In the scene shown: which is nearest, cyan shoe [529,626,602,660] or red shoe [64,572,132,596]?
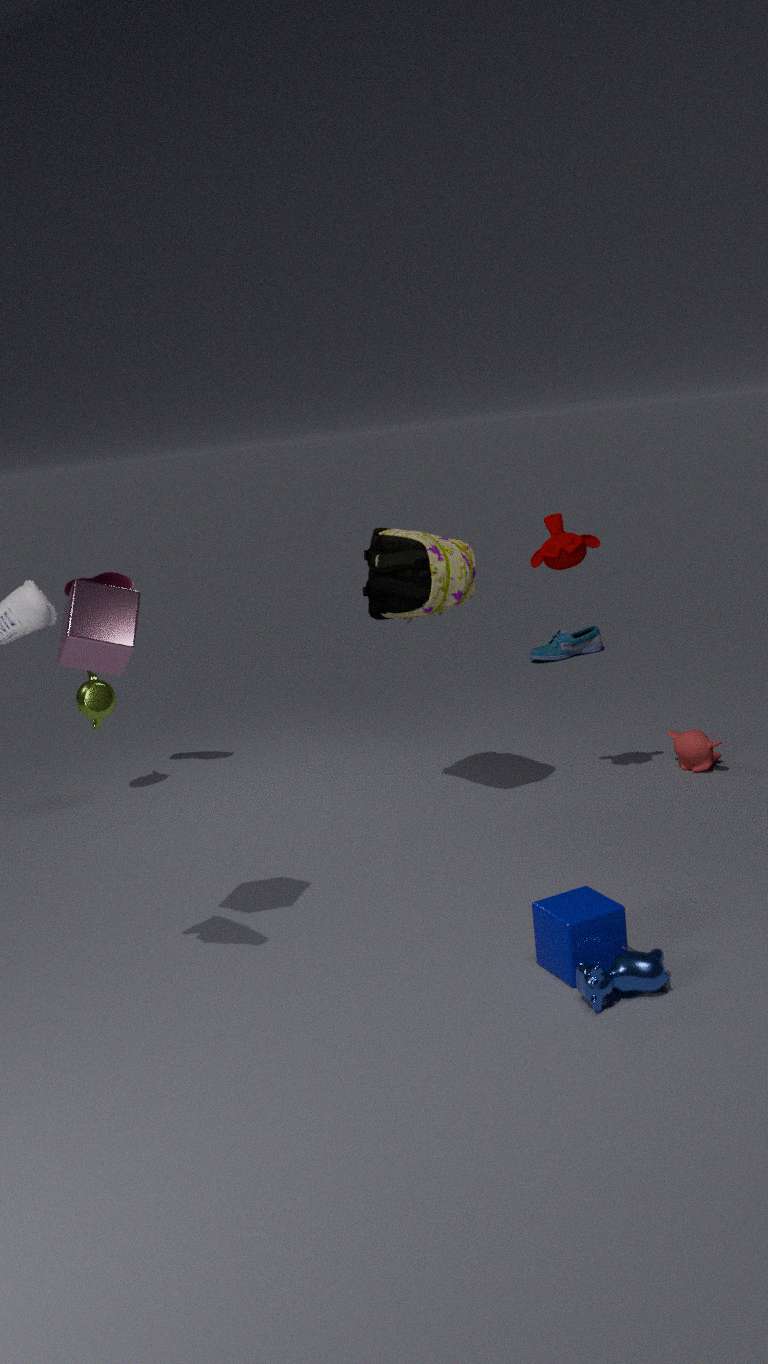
red shoe [64,572,132,596]
